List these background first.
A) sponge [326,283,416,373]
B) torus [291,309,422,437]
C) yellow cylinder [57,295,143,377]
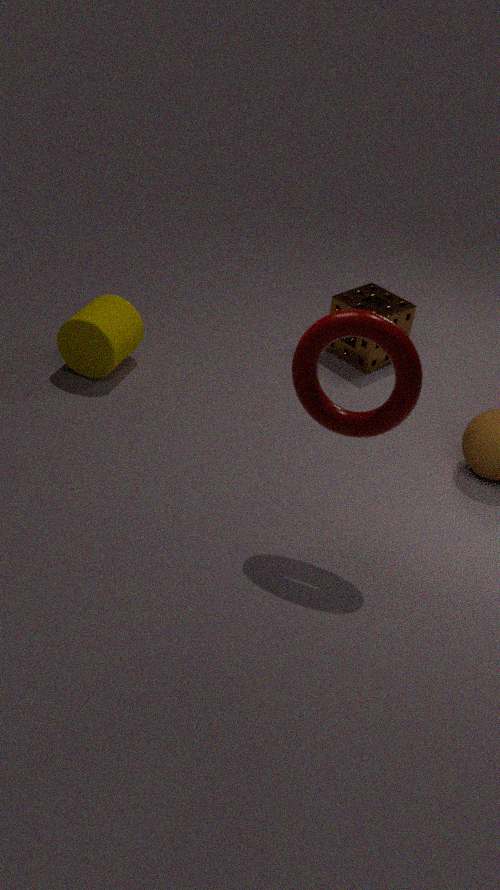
sponge [326,283,416,373]
yellow cylinder [57,295,143,377]
torus [291,309,422,437]
